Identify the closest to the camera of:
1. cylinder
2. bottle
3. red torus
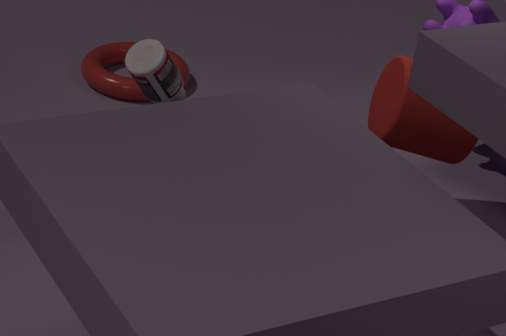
bottle
